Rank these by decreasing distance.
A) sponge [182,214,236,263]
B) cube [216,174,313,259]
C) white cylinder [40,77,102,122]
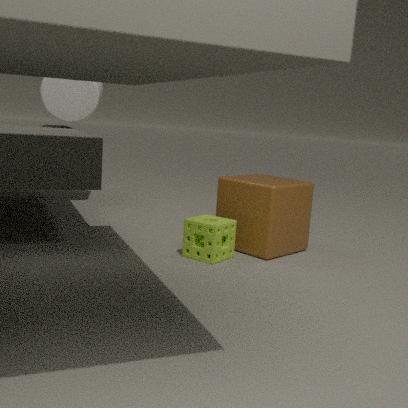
white cylinder [40,77,102,122], cube [216,174,313,259], sponge [182,214,236,263]
